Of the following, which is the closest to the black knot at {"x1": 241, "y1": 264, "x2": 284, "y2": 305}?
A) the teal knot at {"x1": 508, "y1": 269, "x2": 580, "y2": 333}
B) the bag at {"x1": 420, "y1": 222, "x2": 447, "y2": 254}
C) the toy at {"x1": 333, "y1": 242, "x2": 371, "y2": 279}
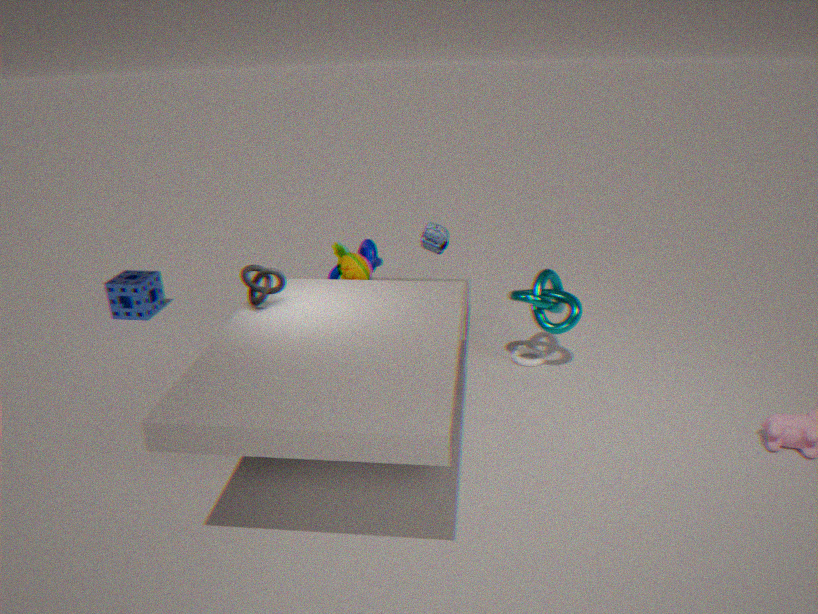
the toy at {"x1": 333, "y1": 242, "x2": 371, "y2": 279}
